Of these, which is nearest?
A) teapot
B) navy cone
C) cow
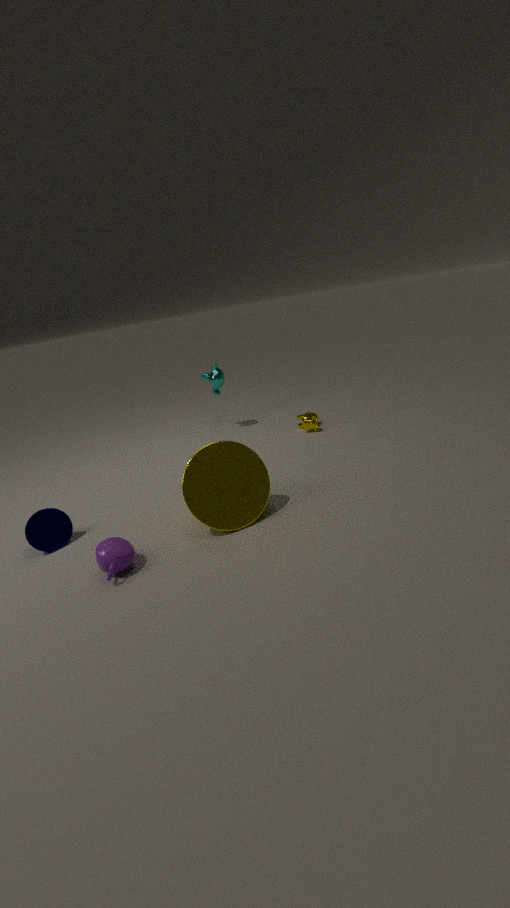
teapot
